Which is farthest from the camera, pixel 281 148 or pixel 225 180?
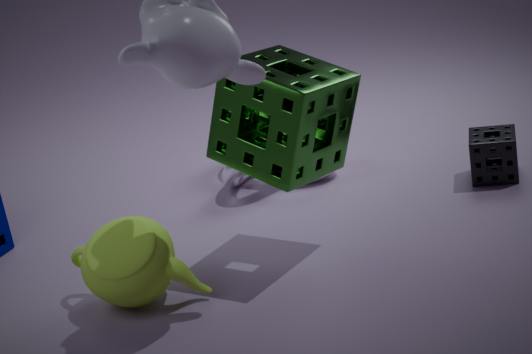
pixel 225 180
